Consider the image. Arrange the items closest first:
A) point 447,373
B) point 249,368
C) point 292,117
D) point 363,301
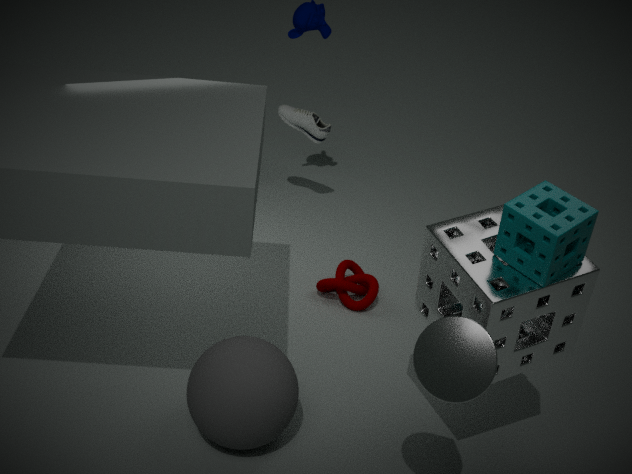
point 447,373 < point 249,368 < point 363,301 < point 292,117
